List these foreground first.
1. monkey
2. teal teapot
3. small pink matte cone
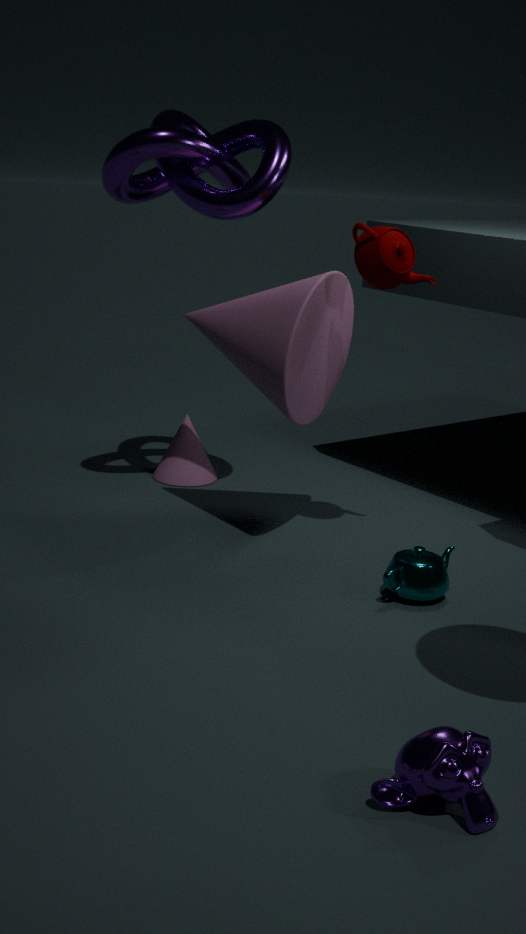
1. monkey
2. teal teapot
3. small pink matte cone
